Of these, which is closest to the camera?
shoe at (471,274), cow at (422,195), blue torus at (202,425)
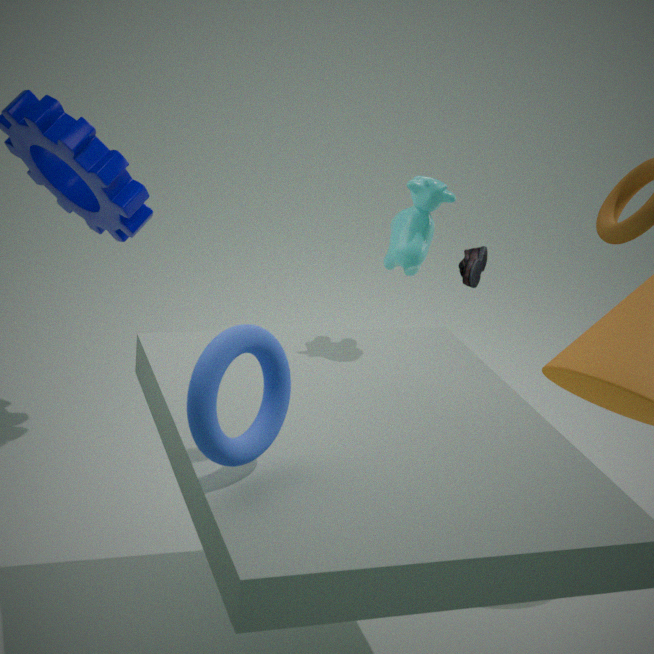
blue torus at (202,425)
